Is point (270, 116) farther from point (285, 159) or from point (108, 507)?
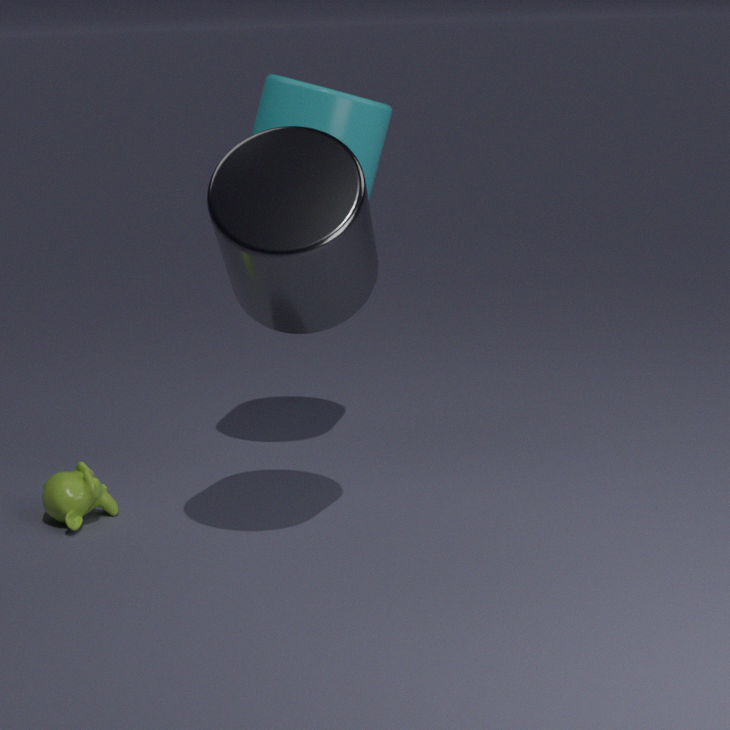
point (108, 507)
